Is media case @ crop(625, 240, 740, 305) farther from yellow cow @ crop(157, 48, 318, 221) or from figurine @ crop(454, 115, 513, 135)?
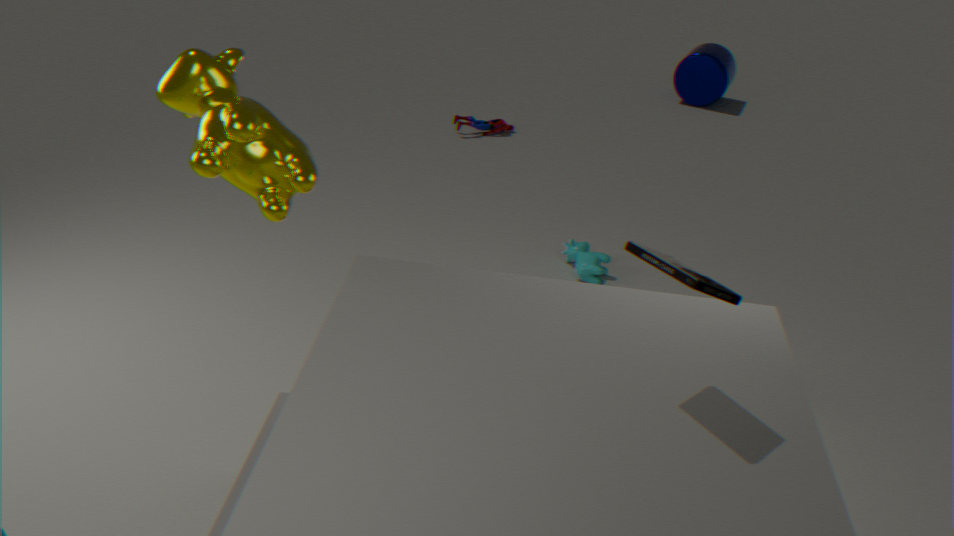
figurine @ crop(454, 115, 513, 135)
